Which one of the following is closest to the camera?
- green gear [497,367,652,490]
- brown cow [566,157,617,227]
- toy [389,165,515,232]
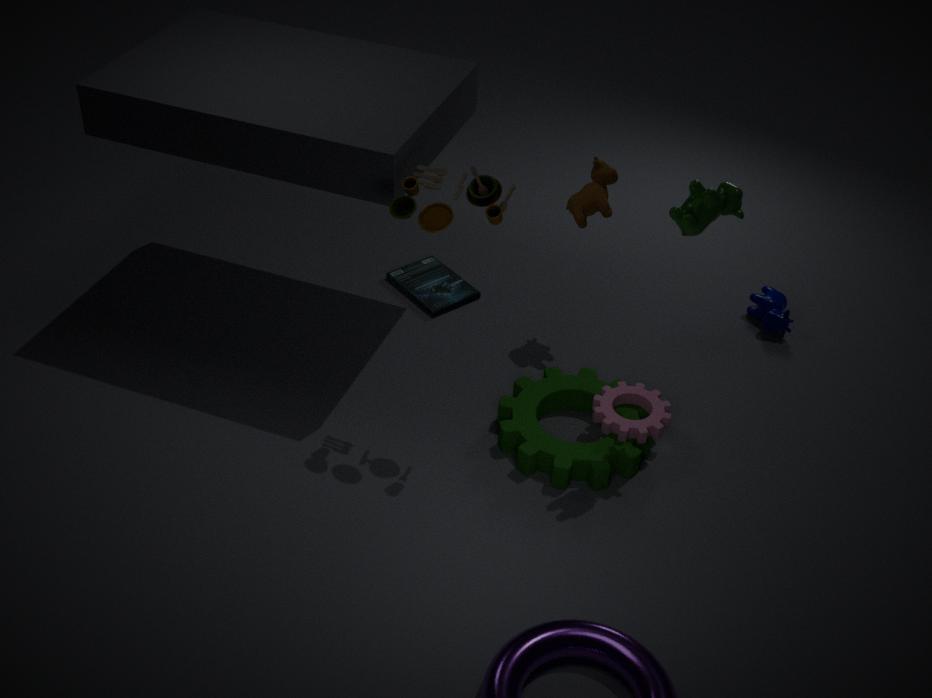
toy [389,165,515,232]
